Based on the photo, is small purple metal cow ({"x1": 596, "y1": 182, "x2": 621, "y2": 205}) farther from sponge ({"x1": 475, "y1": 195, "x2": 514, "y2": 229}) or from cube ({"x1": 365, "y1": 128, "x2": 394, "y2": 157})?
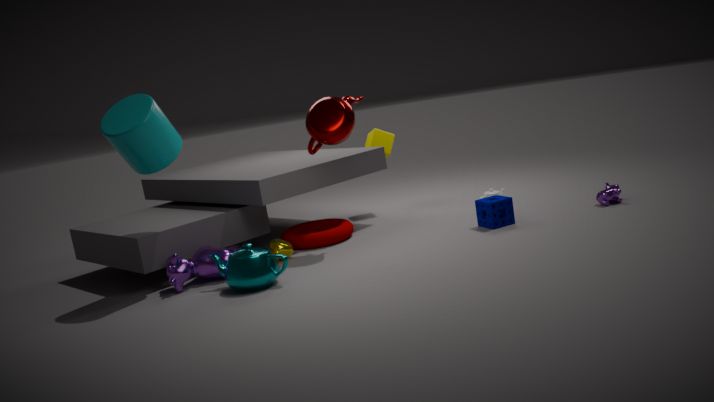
cube ({"x1": 365, "y1": 128, "x2": 394, "y2": 157})
